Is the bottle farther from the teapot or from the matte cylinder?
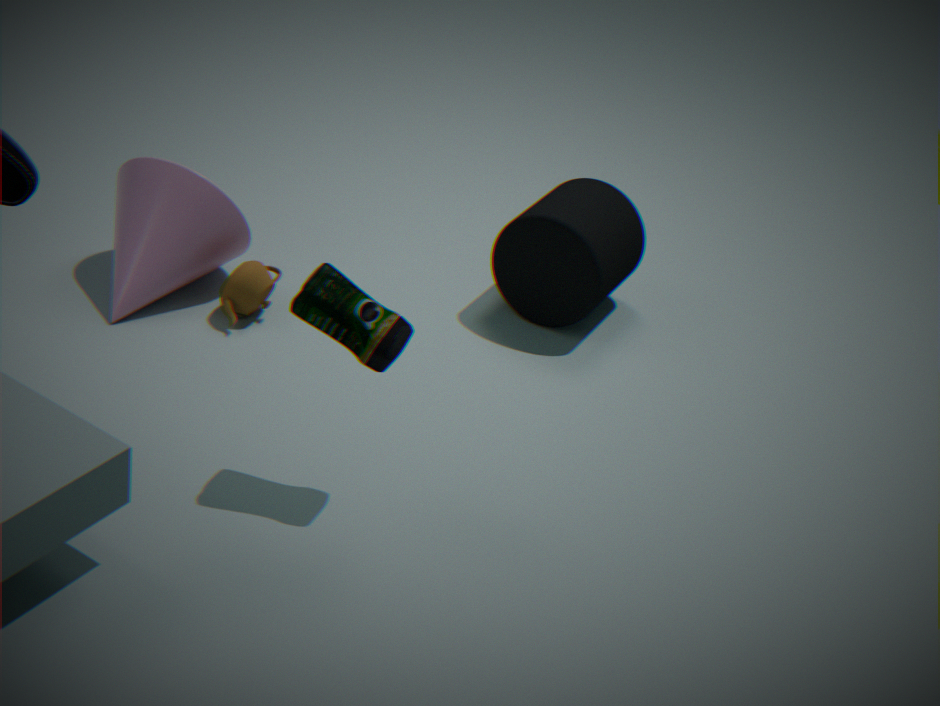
the matte cylinder
